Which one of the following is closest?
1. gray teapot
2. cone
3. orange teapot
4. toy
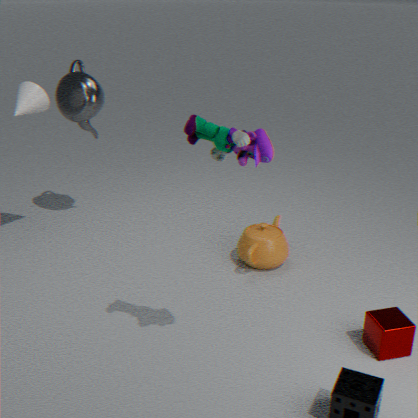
toy
